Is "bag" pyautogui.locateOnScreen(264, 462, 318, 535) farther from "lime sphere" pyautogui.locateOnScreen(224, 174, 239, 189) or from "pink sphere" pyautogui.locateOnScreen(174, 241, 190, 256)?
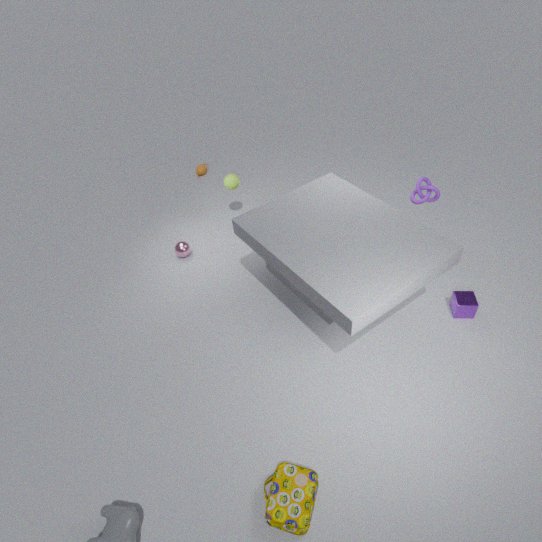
"lime sphere" pyautogui.locateOnScreen(224, 174, 239, 189)
